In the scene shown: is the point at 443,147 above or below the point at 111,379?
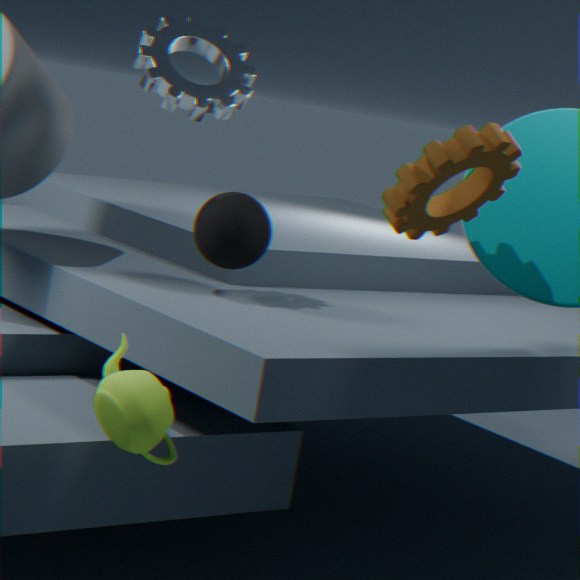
above
